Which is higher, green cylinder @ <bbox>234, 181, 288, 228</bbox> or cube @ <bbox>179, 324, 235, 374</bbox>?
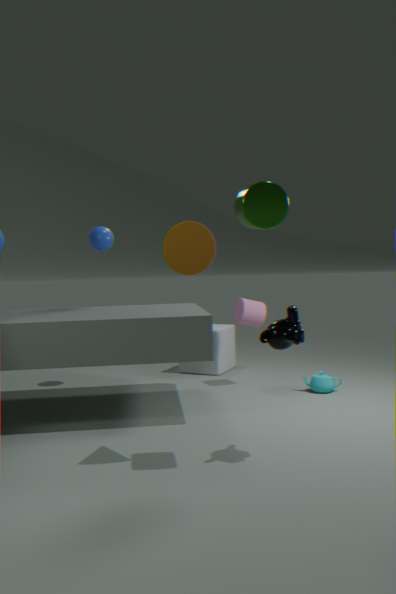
green cylinder @ <bbox>234, 181, 288, 228</bbox>
